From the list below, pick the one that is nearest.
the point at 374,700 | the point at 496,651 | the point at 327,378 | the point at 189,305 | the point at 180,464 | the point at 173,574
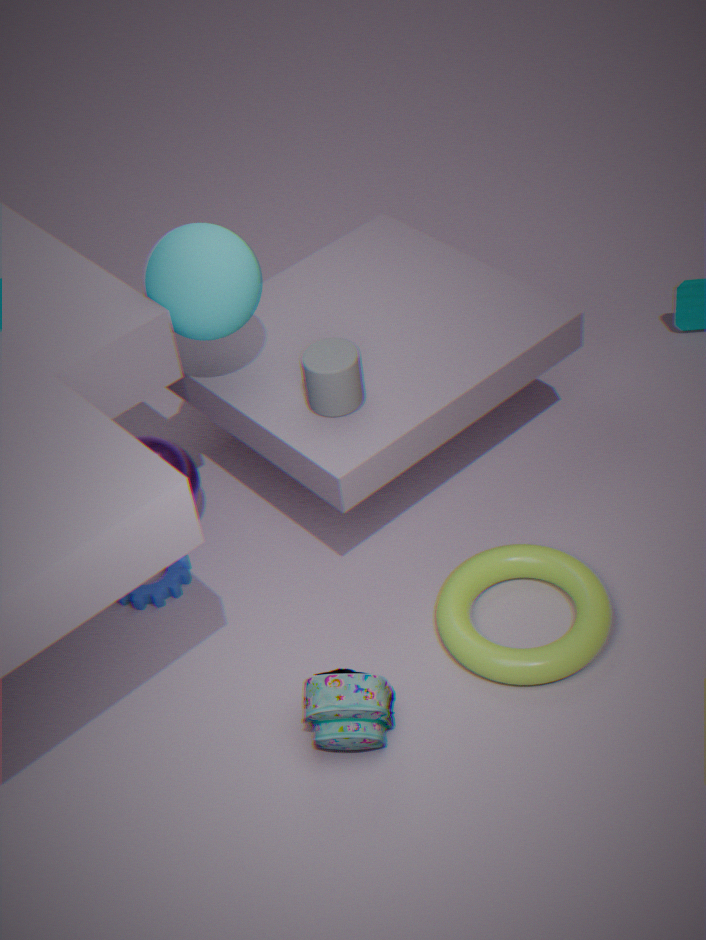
the point at 374,700
